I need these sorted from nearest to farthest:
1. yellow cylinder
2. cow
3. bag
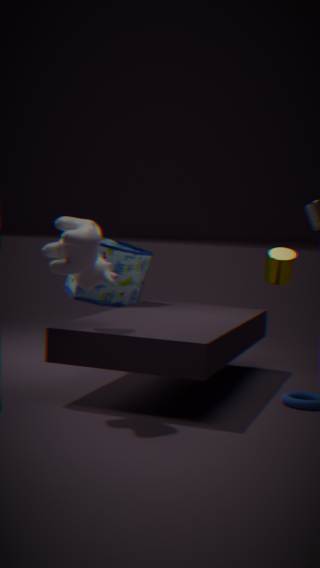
cow → yellow cylinder → bag
